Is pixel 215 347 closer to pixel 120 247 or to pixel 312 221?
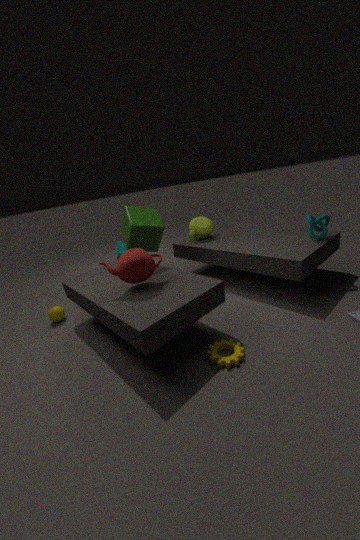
pixel 120 247
